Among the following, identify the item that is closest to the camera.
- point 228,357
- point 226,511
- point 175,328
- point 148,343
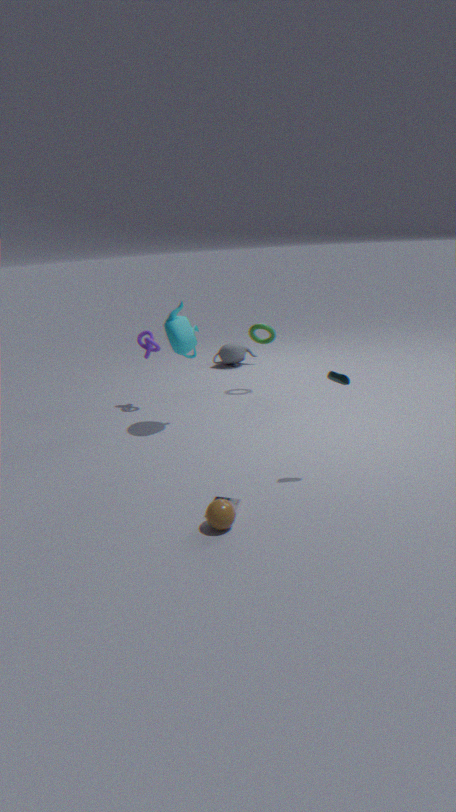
point 226,511
